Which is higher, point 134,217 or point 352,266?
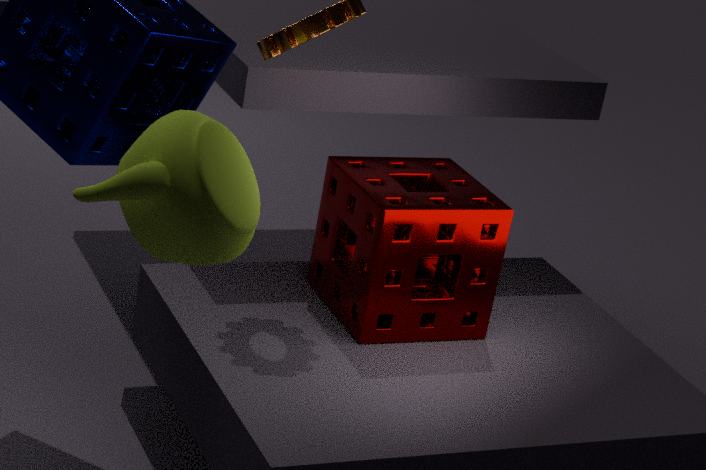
point 134,217
